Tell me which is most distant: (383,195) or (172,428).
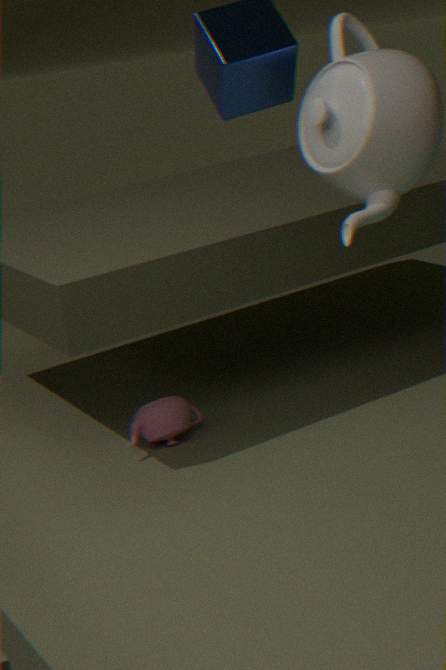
(172,428)
